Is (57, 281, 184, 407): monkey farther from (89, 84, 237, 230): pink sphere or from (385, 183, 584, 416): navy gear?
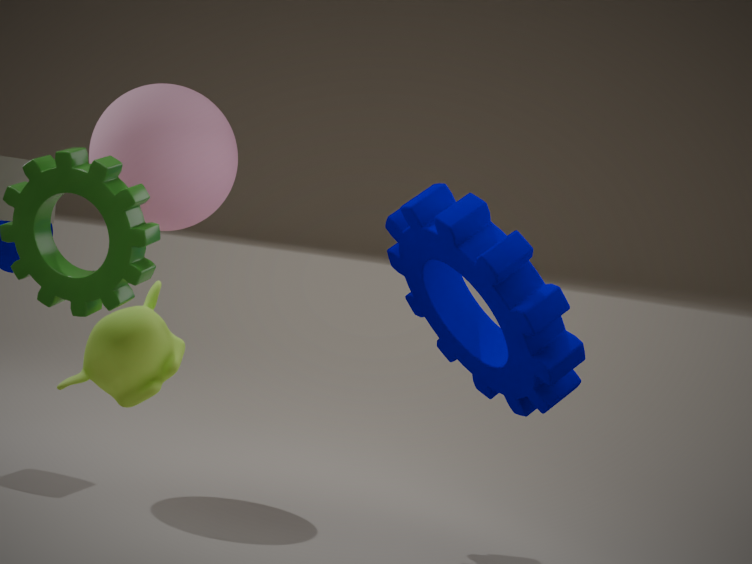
(89, 84, 237, 230): pink sphere
